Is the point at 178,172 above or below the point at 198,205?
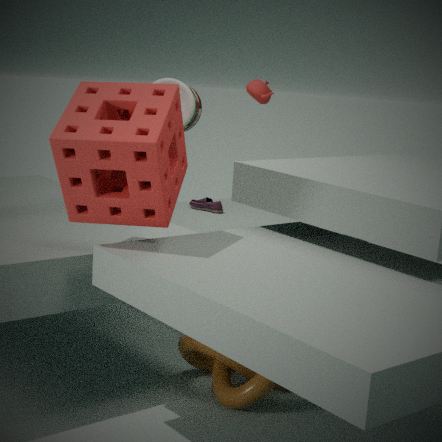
above
